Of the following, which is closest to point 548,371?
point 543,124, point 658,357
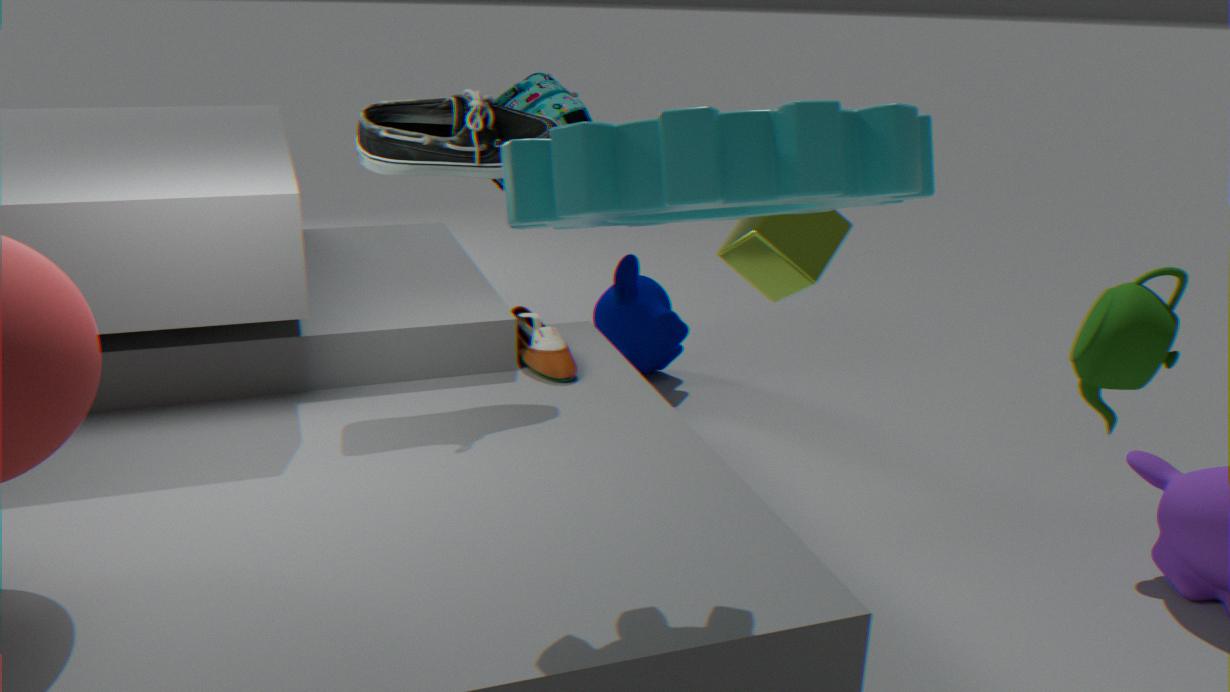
point 543,124
